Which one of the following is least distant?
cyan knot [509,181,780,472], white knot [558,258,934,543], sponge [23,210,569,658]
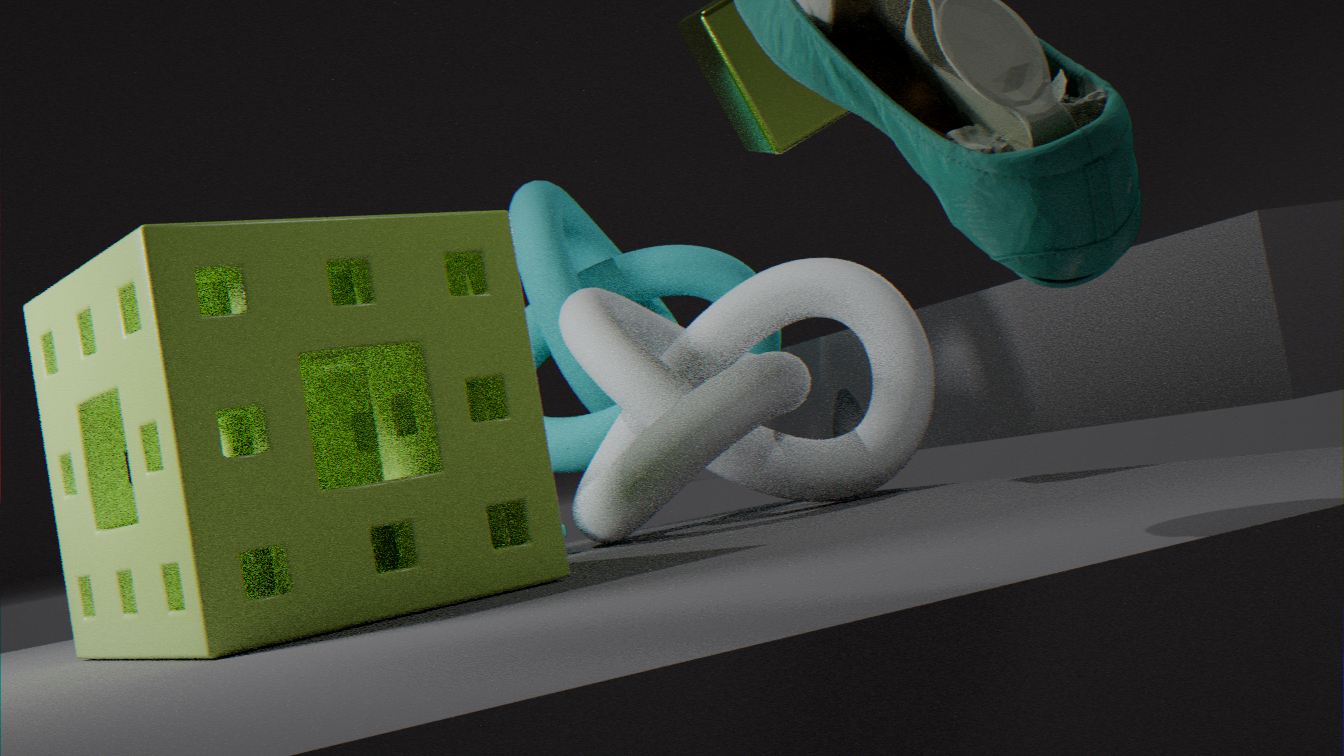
sponge [23,210,569,658]
